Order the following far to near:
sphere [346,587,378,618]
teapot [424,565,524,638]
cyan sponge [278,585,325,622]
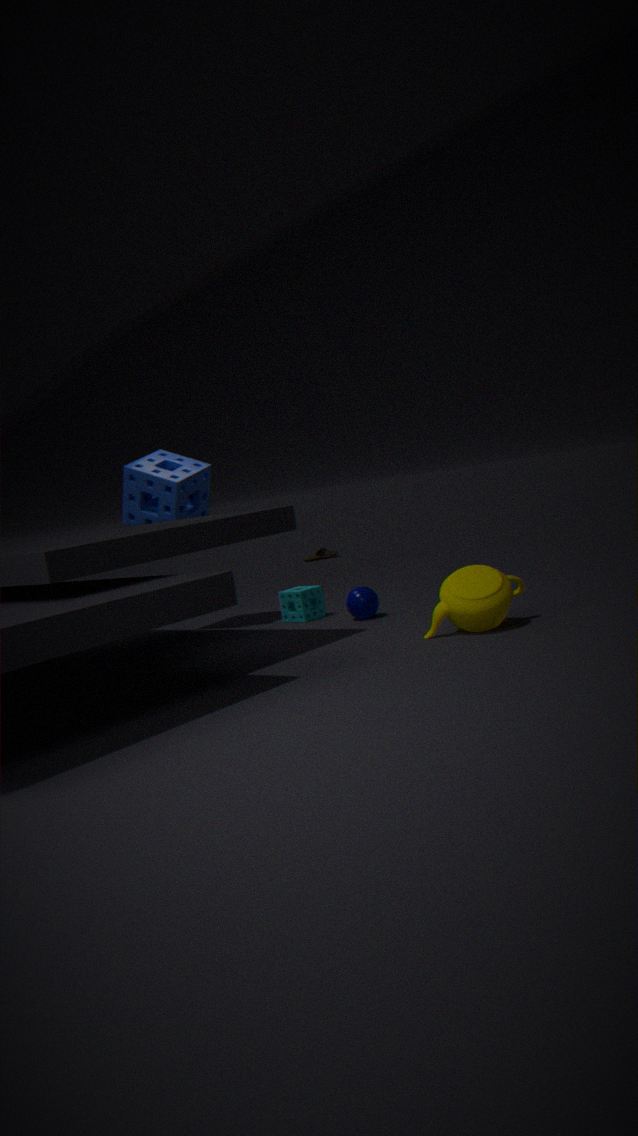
cyan sponge [278,585,325,622]
sphere [346,587,378,618]
teapot [424,565,524,638]
